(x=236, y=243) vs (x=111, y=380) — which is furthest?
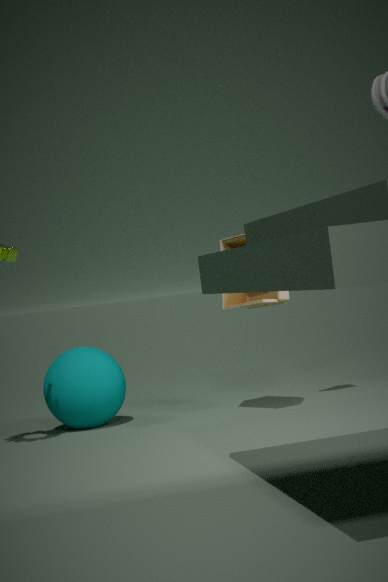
(x=111, y=380)
